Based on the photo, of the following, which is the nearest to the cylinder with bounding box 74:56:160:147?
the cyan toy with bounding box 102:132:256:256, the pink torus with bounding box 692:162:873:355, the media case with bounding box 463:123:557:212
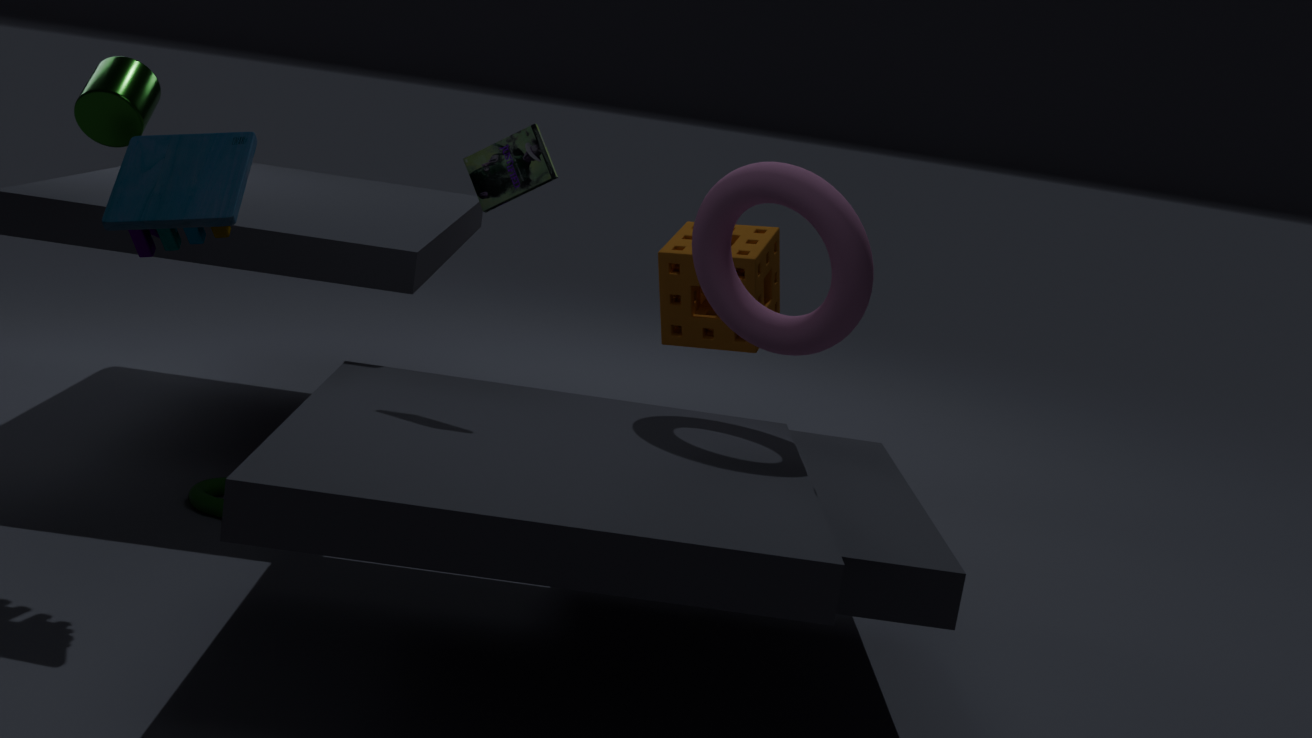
the cyan toy with bounding box 102:132:256:256
